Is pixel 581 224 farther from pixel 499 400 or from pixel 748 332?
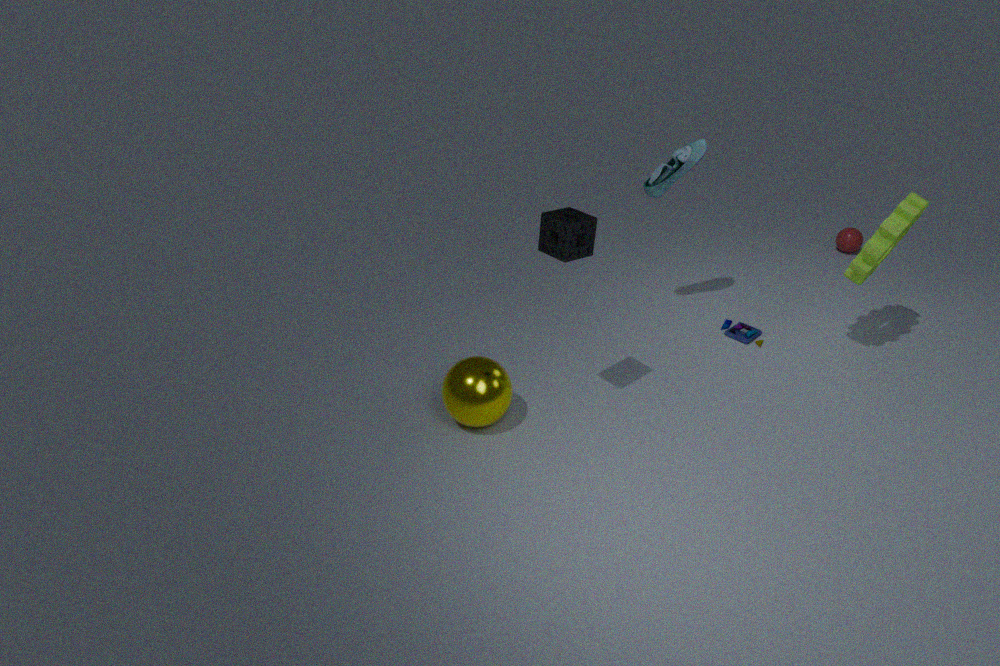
pixel 748 332
